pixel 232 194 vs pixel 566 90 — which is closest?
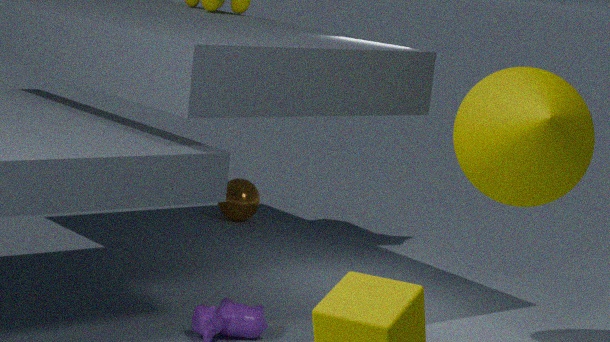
pixel 566 90
